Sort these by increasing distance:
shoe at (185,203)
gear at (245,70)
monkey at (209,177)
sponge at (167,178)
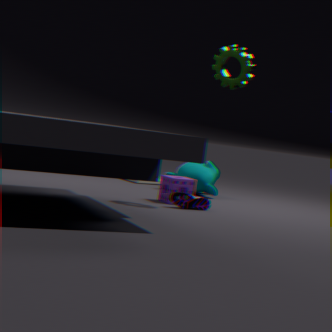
gear at (245,70)
shoe at (185,203)
sponge at (167,178)
monkey at (209,177)
